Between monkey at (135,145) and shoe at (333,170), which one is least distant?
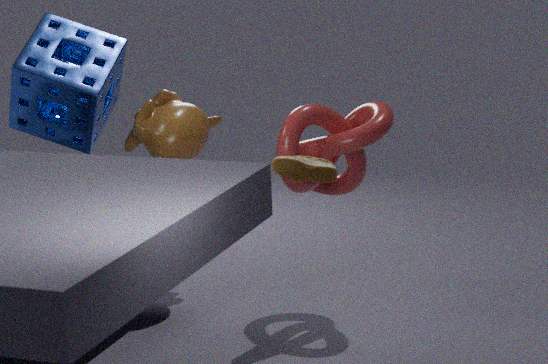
shoe at (333,170)
